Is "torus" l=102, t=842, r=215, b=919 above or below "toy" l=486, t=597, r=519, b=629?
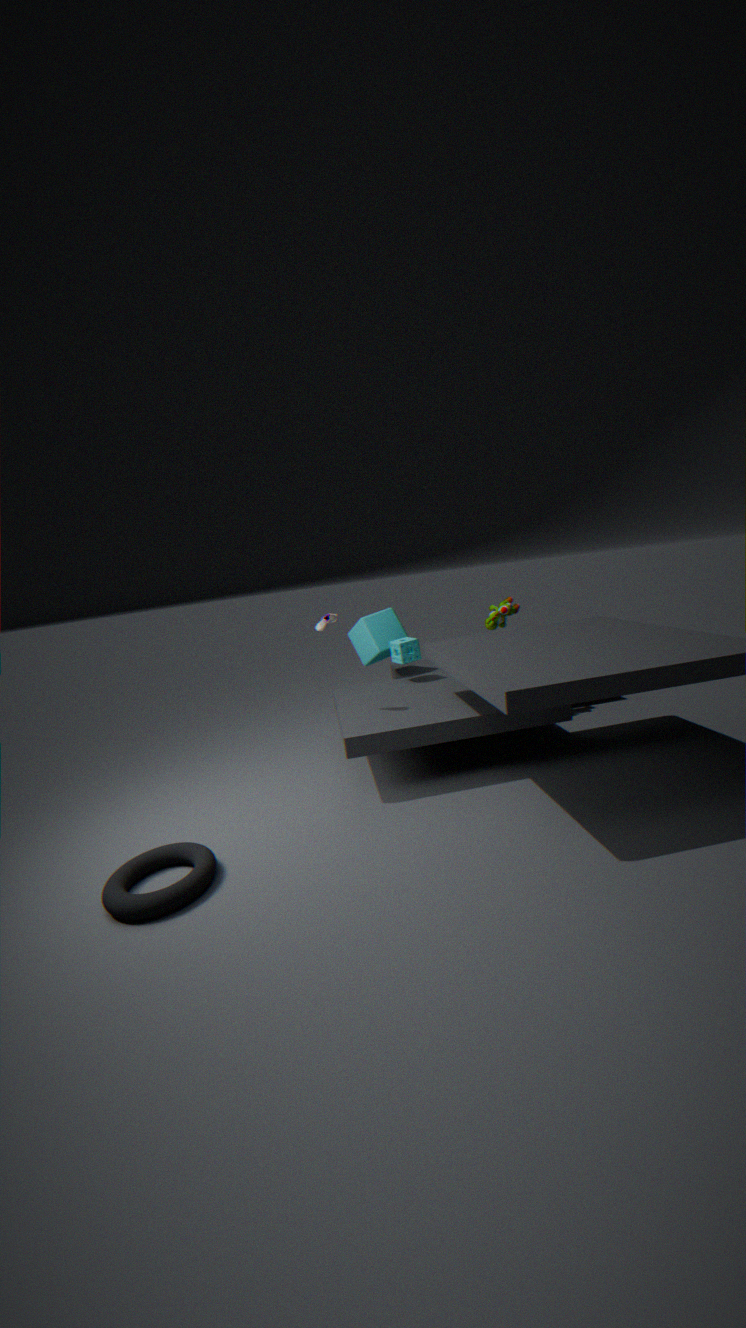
below
